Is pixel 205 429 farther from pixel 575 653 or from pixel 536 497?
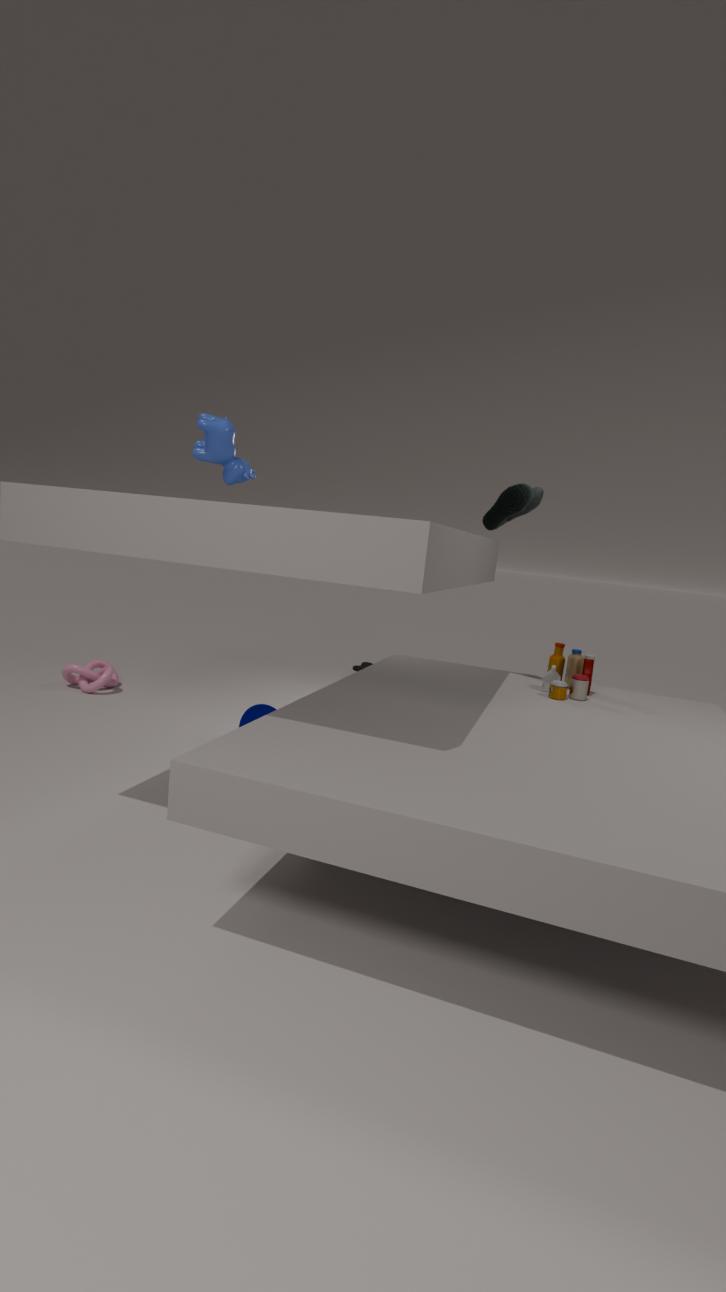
pixel 575 653
